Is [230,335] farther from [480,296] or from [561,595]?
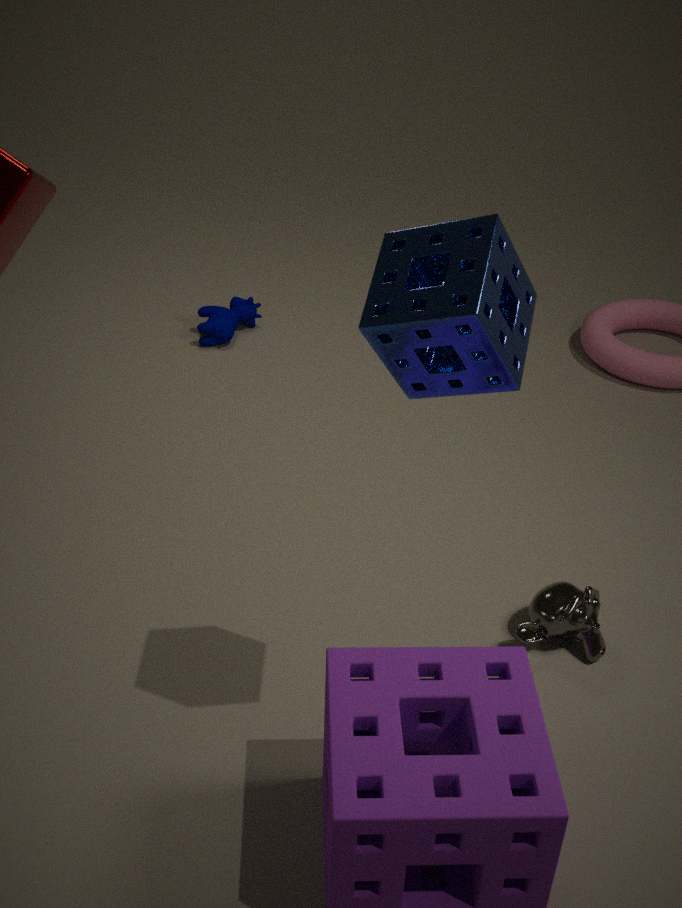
[480,296]
